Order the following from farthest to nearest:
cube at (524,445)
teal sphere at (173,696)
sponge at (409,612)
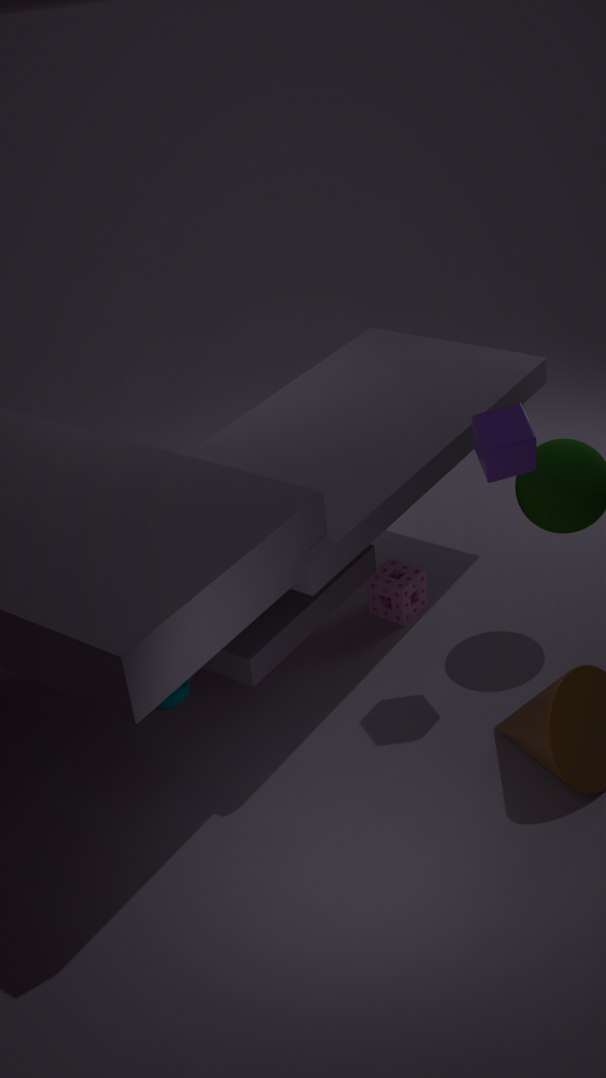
sponge at (409,612) < cube at (524,445) < teal sphere at (173,696)
